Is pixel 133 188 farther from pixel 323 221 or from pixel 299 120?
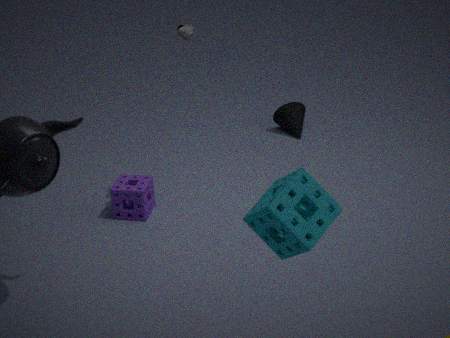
pixel 323 221
